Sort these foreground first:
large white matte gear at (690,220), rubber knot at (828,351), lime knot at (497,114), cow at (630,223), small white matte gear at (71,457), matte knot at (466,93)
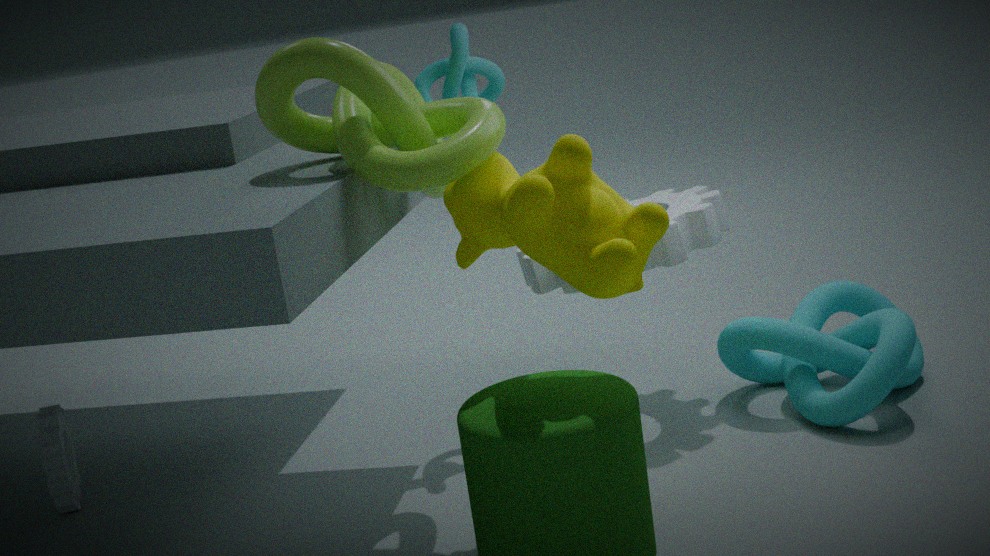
cow at (630,223), lime knot at (497,114), rubber knot at (828,351), large white matte gear at (690,220), small white matte gear at (71,457), matte knot at (466,93)
